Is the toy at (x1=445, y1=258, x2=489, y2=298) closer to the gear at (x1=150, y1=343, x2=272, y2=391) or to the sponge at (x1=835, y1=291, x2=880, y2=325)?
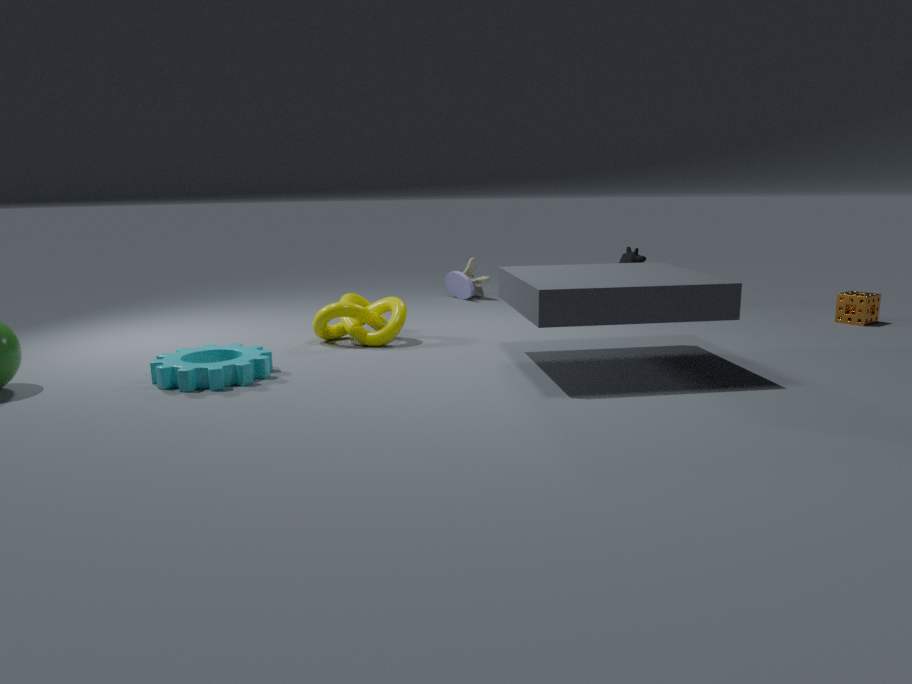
the gear at (x1=150, y1=343, x2=272, y2=391)
